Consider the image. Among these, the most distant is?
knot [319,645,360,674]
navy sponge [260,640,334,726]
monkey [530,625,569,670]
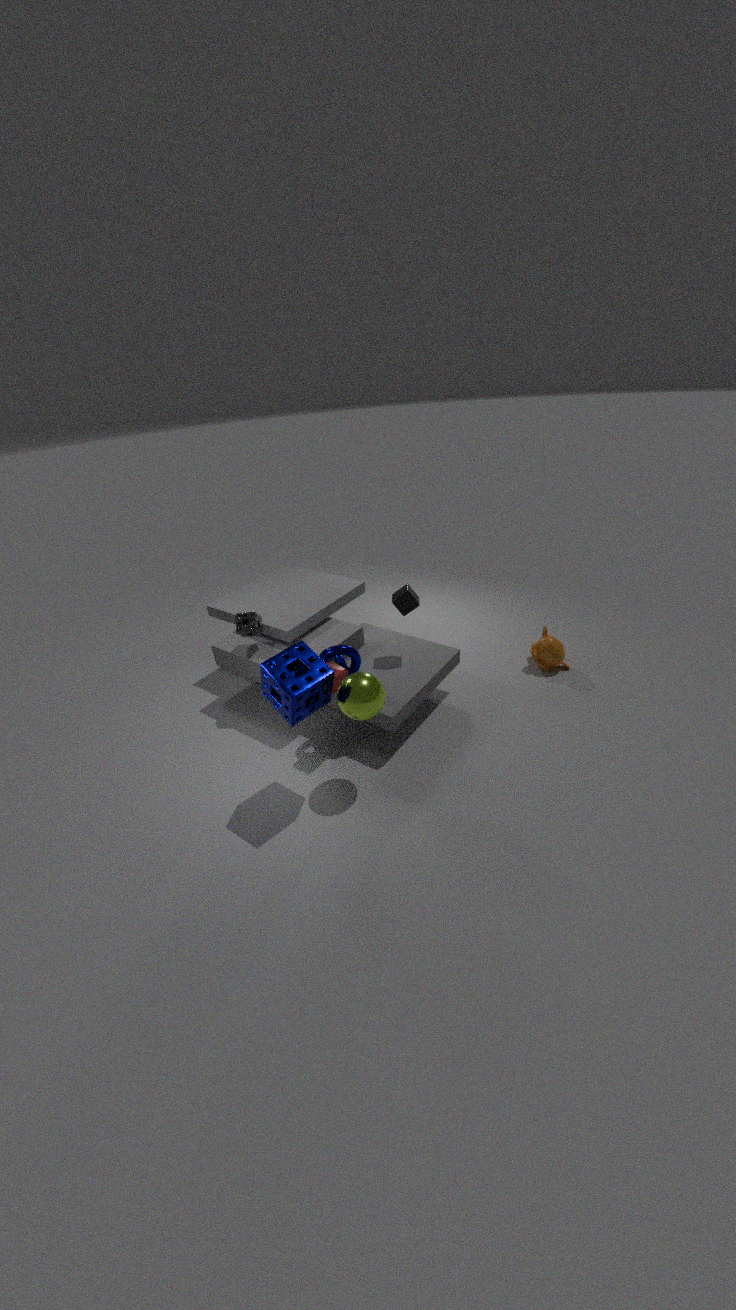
monkey [530,625,569,670]
